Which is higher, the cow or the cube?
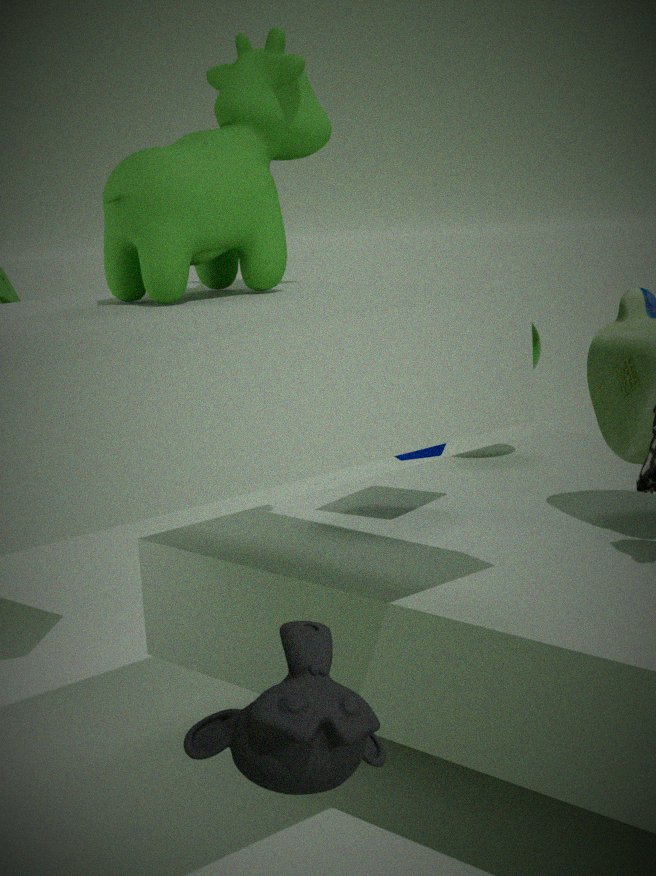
the cow
